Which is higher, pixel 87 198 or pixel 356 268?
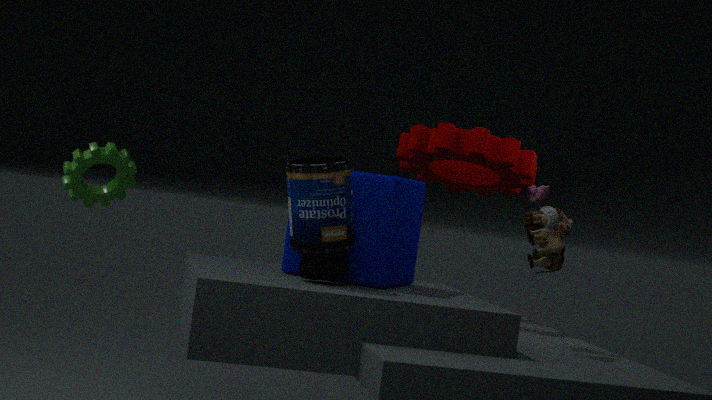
pixel 87 198
